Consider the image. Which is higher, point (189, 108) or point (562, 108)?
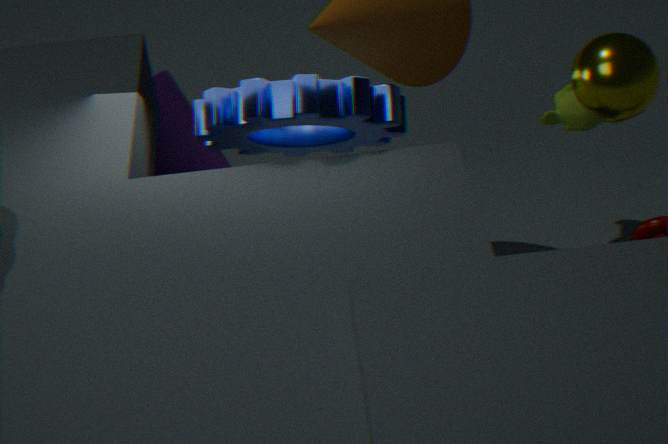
point (562, 108)
